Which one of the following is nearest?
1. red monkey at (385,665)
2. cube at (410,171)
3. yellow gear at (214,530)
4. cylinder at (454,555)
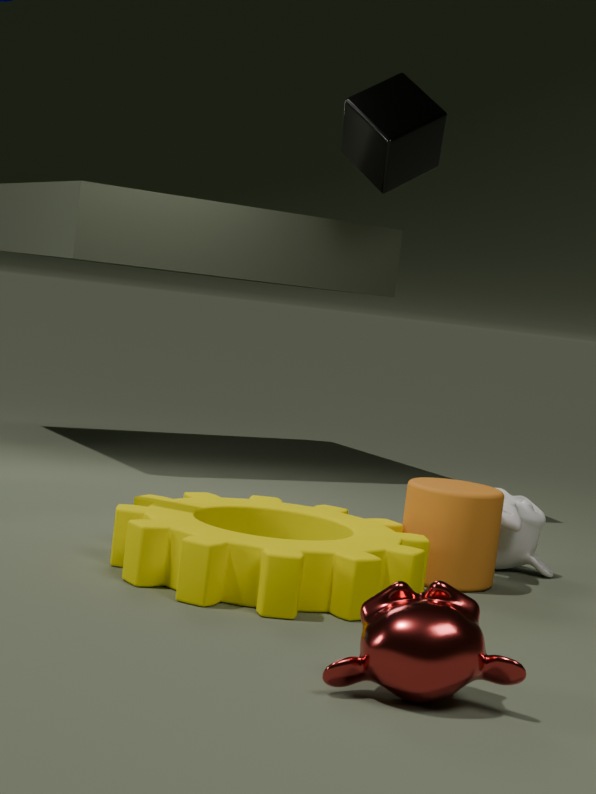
red monkey at (385,665)
